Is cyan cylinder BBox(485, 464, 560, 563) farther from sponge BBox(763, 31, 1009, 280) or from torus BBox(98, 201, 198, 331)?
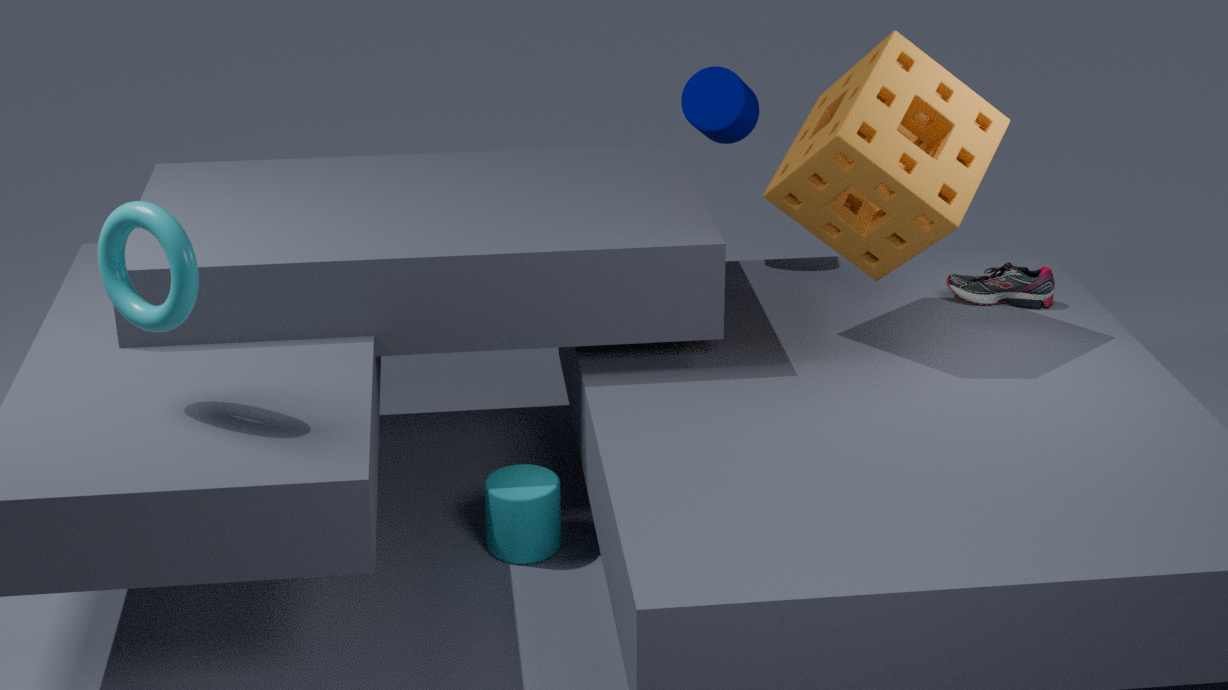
torus BBox(98, 201, 198, 331)
